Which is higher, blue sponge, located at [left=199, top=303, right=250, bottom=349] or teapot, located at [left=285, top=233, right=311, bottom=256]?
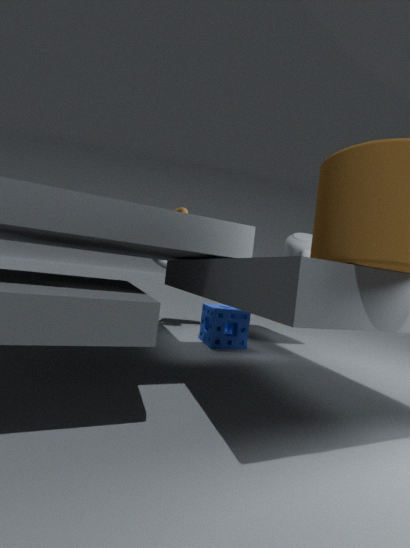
teapot, located at [left=285, top=233, right=311, bottom=256]
